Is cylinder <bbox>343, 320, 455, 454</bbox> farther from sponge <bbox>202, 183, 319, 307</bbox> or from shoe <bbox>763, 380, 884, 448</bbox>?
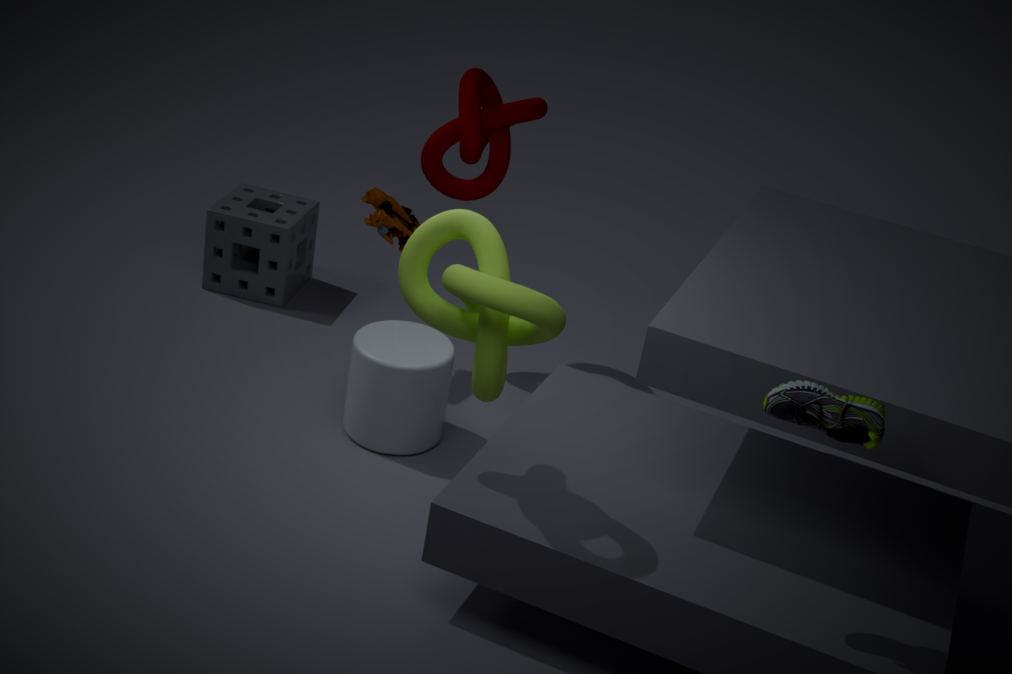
shoe <bbox>763, 380, 884, 448</bbox>
